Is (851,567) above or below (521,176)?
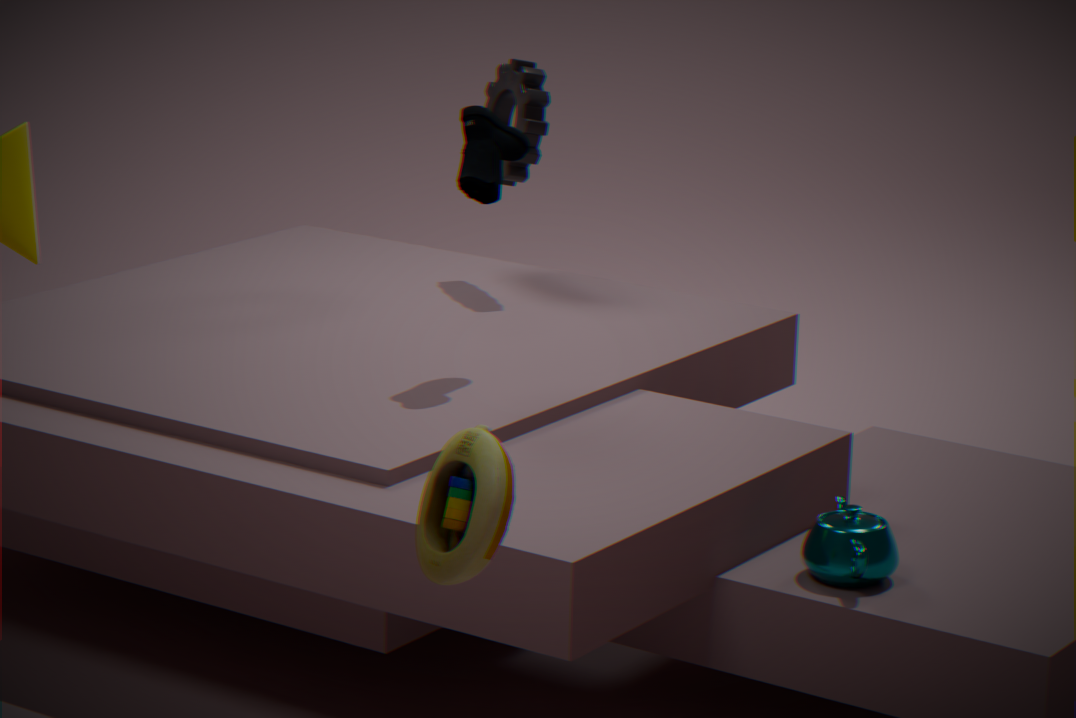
below
